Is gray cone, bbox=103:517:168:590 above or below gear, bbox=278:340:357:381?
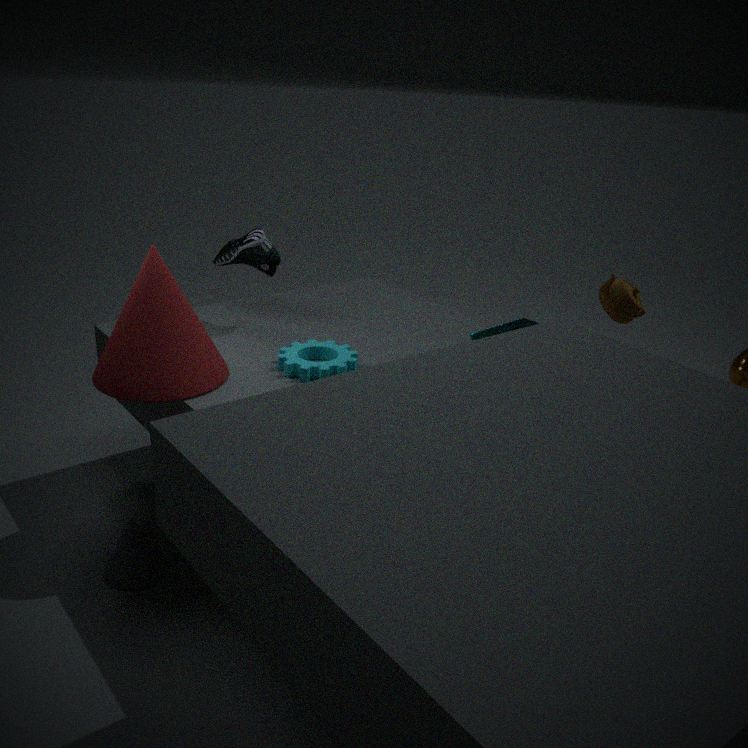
below
